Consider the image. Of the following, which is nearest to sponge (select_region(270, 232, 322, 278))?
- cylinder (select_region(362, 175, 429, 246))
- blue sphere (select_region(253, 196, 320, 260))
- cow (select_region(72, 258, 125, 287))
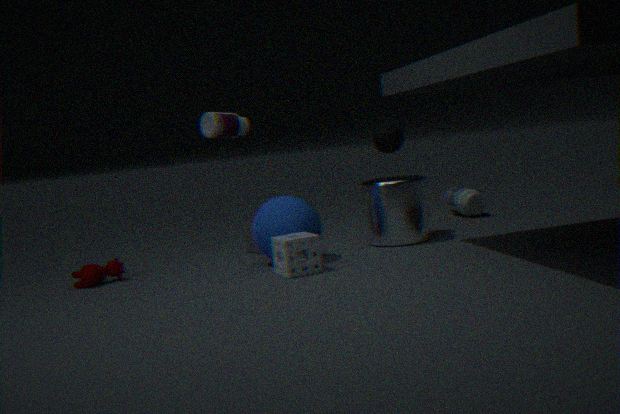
blue sphere (select_region(253, 196, 320, 260))
